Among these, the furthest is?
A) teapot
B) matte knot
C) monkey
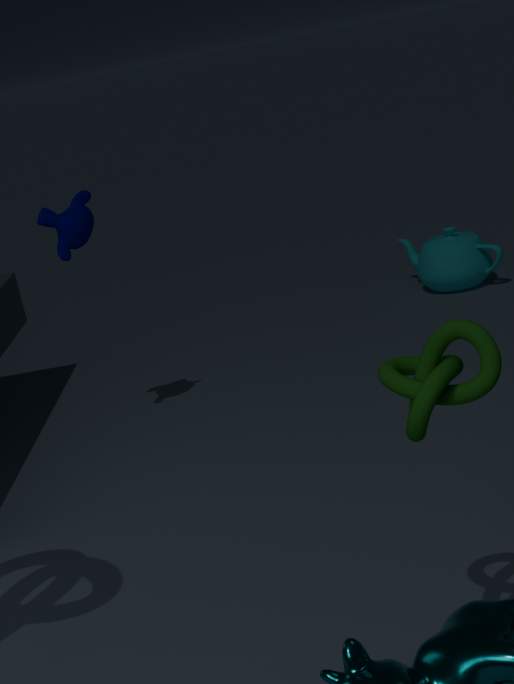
teapot
